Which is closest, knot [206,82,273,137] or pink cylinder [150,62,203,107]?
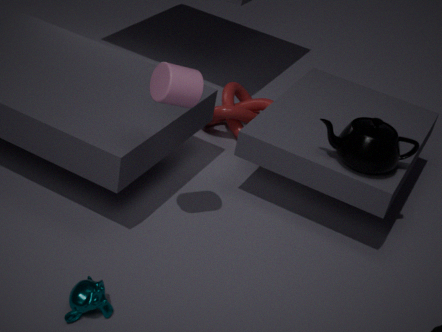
pink cylinder [150,62,203,107]
